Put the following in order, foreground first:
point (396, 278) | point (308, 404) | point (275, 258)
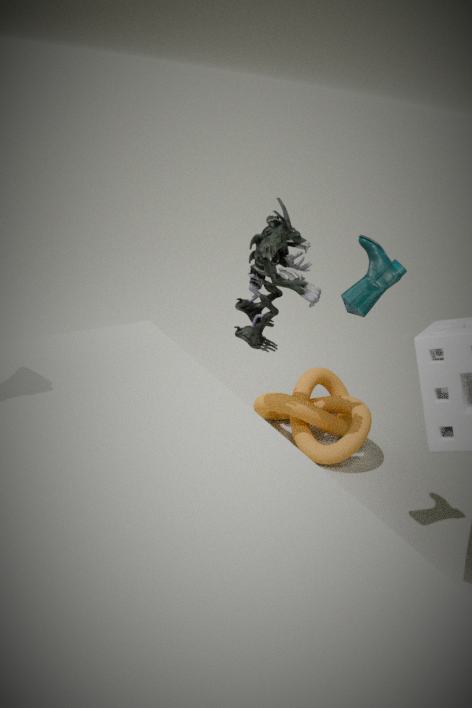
1. point (396, 278)
2. point (275, 258)
3. point (308, 404)
